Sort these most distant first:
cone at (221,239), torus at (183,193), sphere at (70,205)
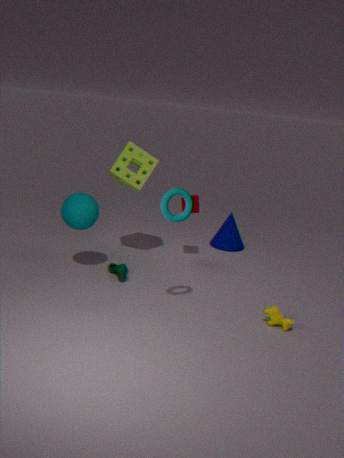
cone at (221,239) < sphere at (70,205) < torus at (183,193)
